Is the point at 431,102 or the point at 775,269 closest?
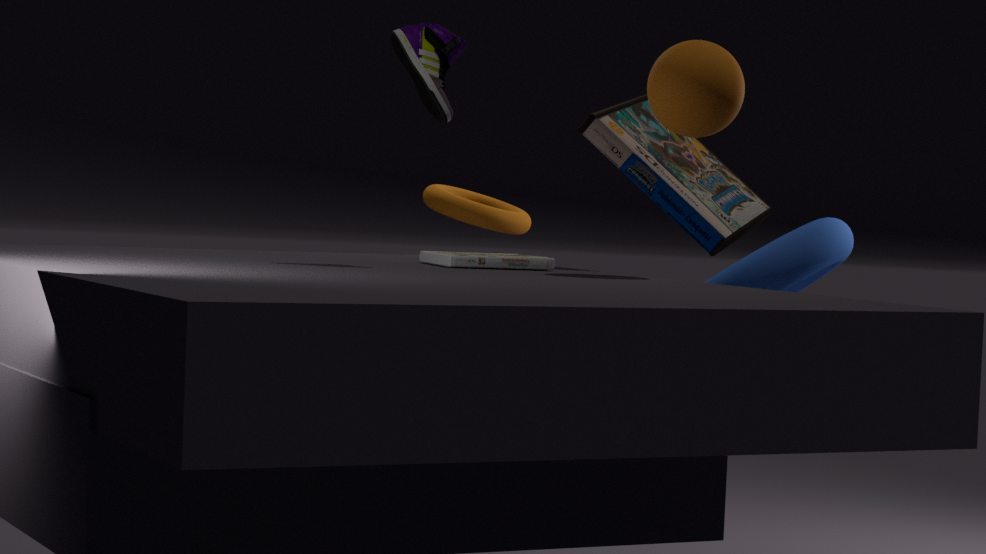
the point at 431,102
